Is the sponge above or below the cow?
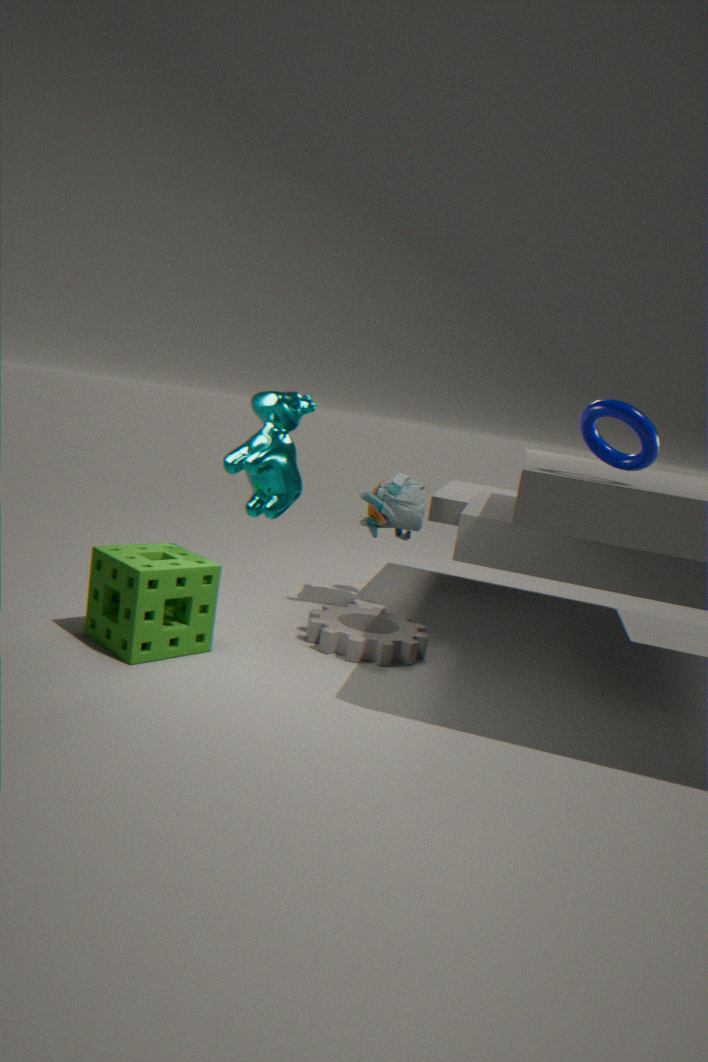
below
